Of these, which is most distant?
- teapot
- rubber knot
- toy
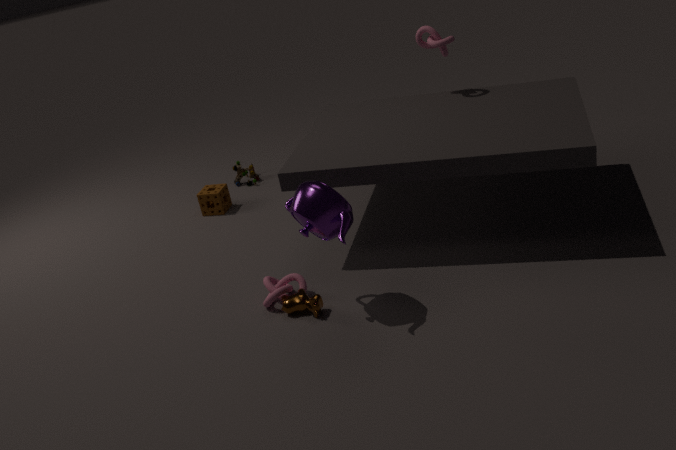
toy
